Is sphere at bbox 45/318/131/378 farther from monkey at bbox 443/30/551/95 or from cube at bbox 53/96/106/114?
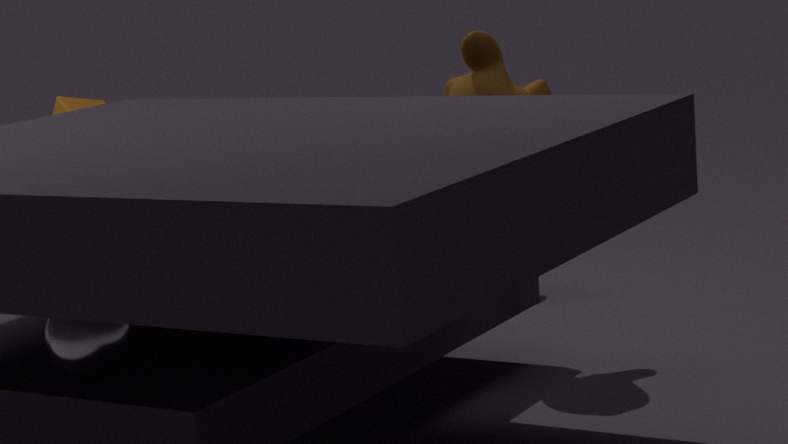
cube at bbox 53/96/106/114
